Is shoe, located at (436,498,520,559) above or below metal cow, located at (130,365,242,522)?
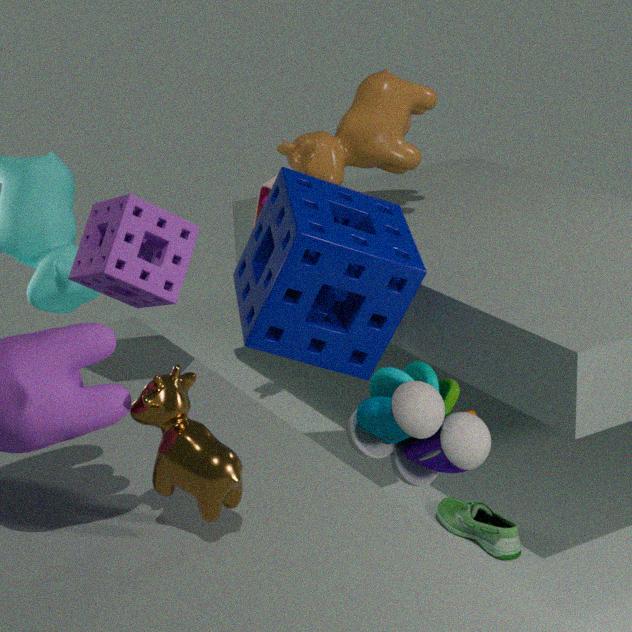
below
